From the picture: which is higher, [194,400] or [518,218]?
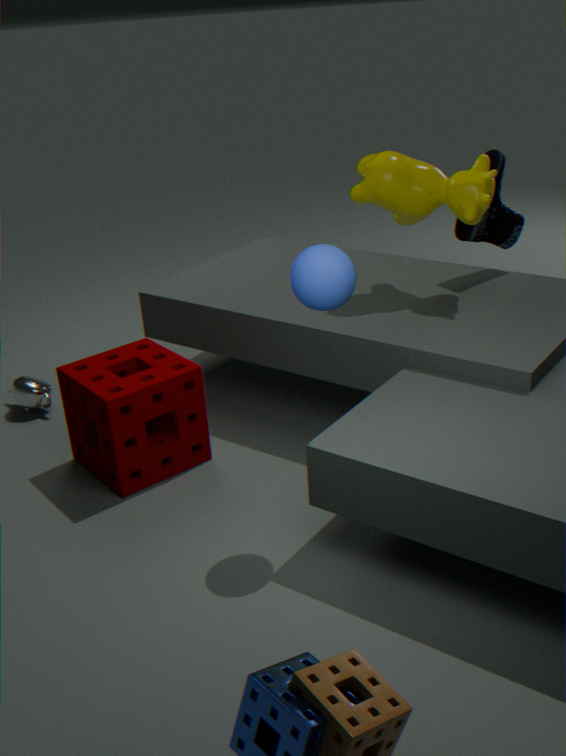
[518,218]
